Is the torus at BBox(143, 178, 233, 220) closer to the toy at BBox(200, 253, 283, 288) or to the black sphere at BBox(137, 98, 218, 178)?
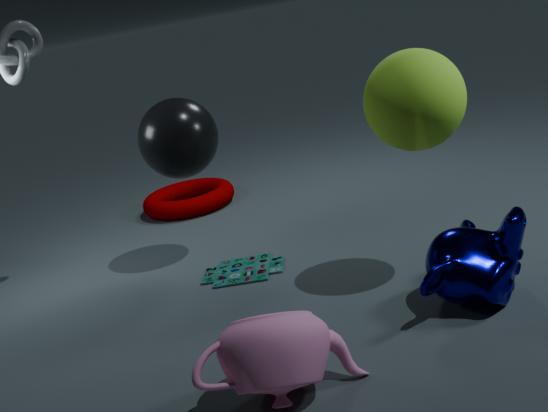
the black sphere at BBox(137, 98, 218, 178)
